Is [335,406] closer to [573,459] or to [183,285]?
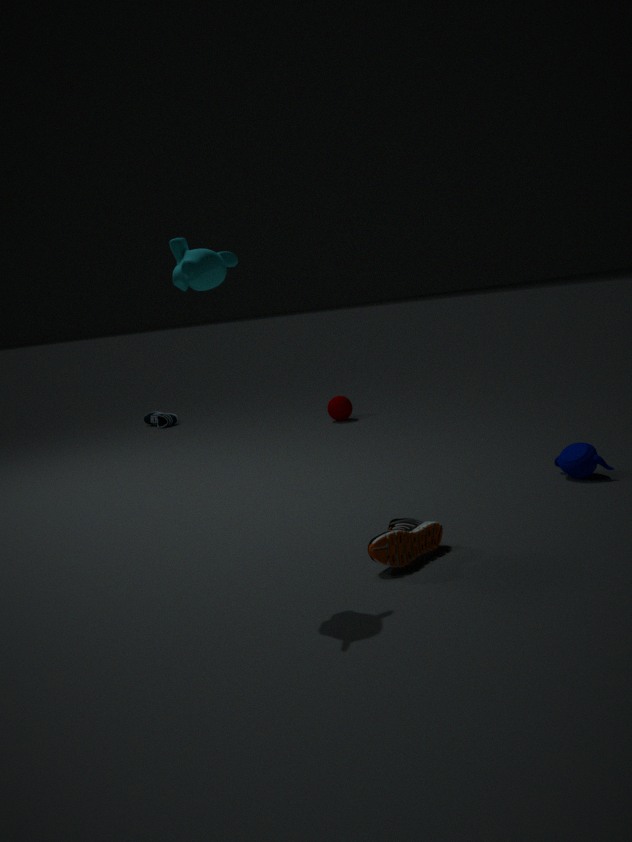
[573,459]
